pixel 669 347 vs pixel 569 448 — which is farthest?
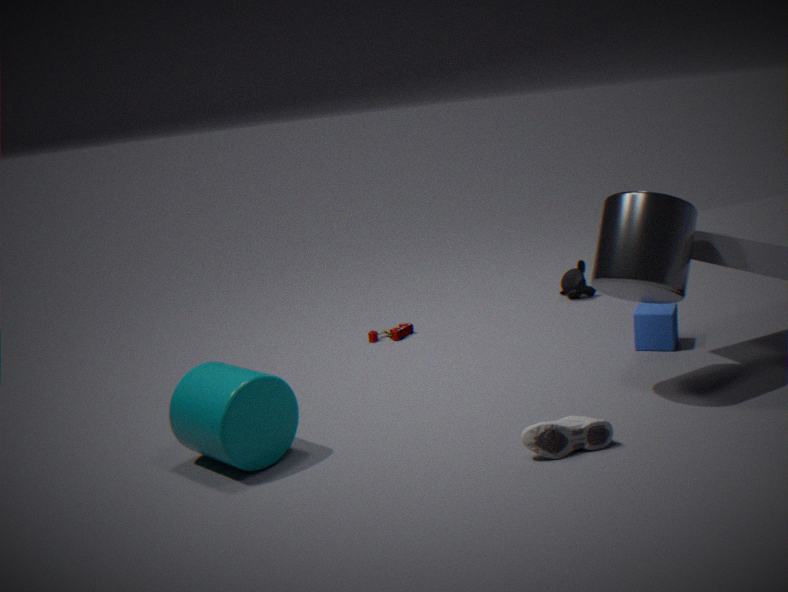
pixel 669 347
